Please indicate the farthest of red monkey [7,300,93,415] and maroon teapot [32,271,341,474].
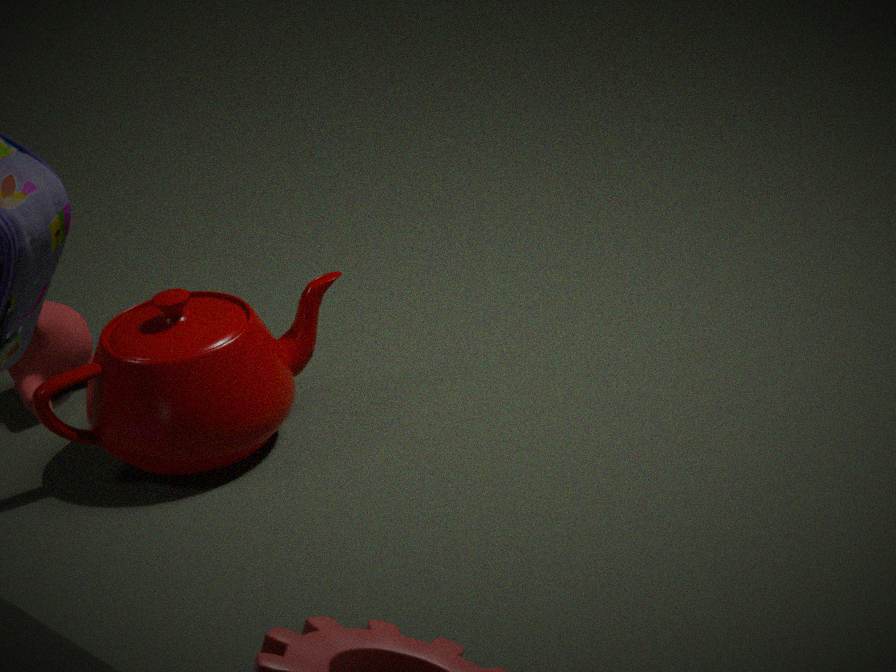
red monkey [7,300,93,415]
